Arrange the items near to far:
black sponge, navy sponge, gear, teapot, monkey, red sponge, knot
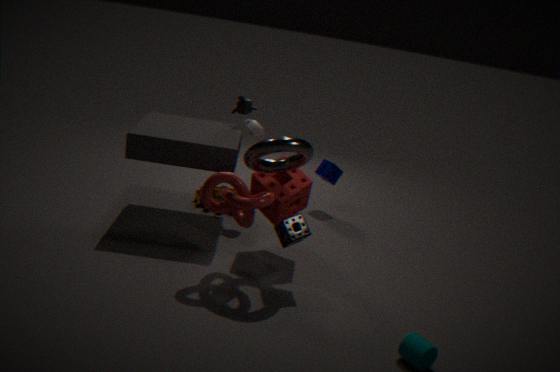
1. knot
2. black sponge
3. red sponge
4. teapot
5. monkey
6. gear
7. navy sponge
